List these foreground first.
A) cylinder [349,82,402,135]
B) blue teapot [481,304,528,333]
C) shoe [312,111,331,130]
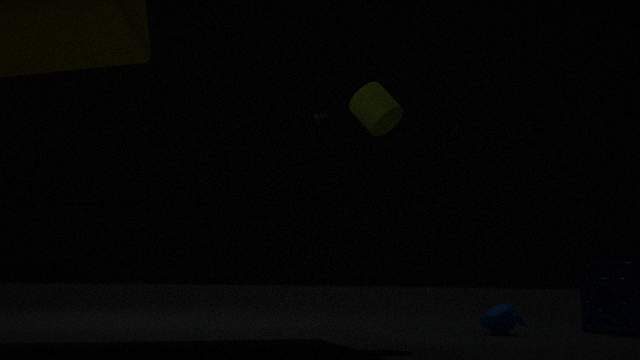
A. cylinder [349,82,402,135]
B. blue teapot [481,304,528,333]
C. shoe [312,111,331,130]
